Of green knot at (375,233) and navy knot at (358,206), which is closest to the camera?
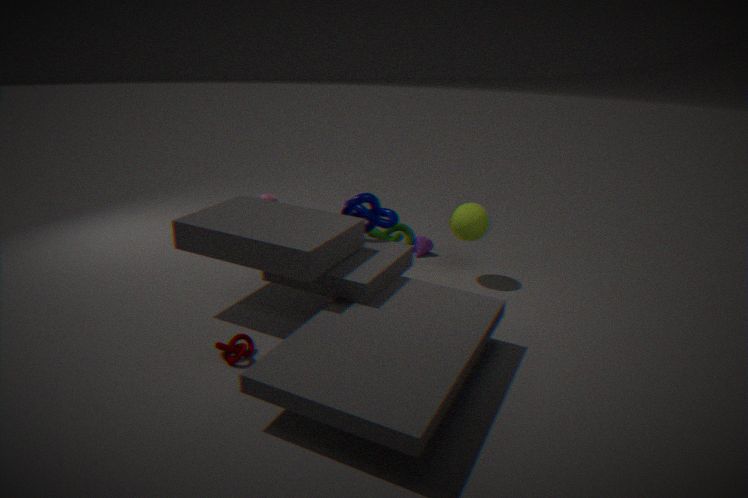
navy knot at (358,206)
